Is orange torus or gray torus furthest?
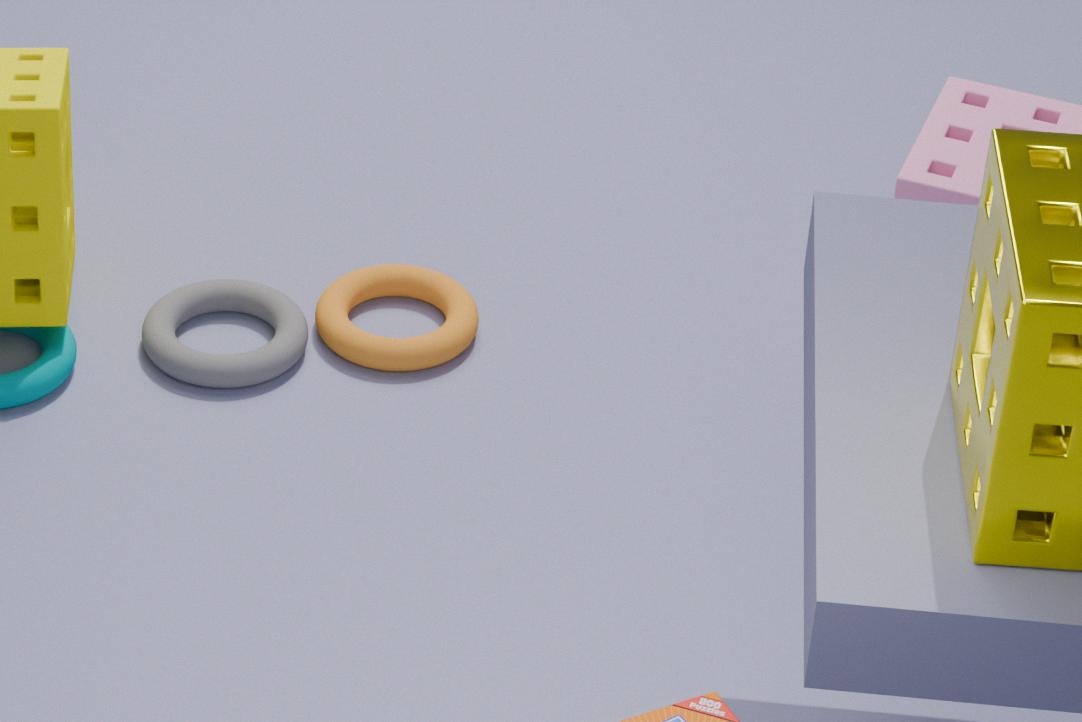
orange torus
